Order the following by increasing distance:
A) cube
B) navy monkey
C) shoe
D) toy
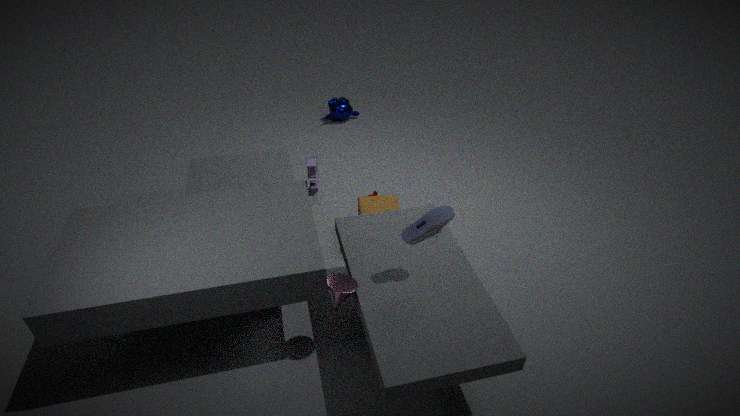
C. shoe → A. cube → D. toy → B. navy monkey
